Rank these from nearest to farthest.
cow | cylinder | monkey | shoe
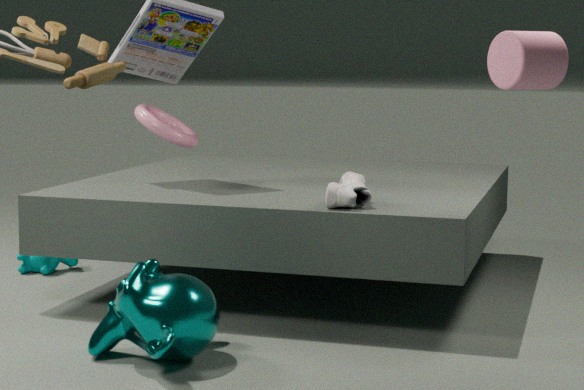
monkey < cylinder < shoe < cow
